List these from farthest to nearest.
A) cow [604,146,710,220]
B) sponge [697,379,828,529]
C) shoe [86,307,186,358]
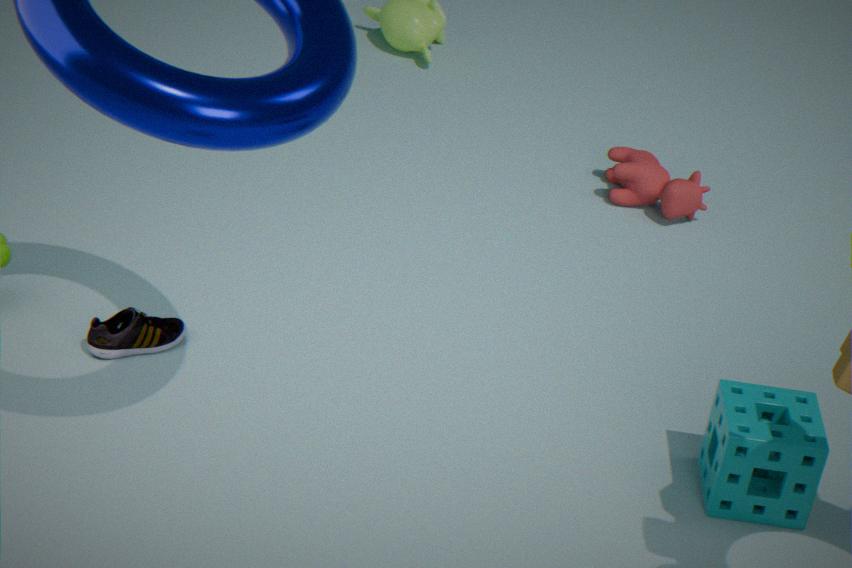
cow [604,146,710,220] → shoe [86,307,186,358] → sponge [697,379,828,529]
